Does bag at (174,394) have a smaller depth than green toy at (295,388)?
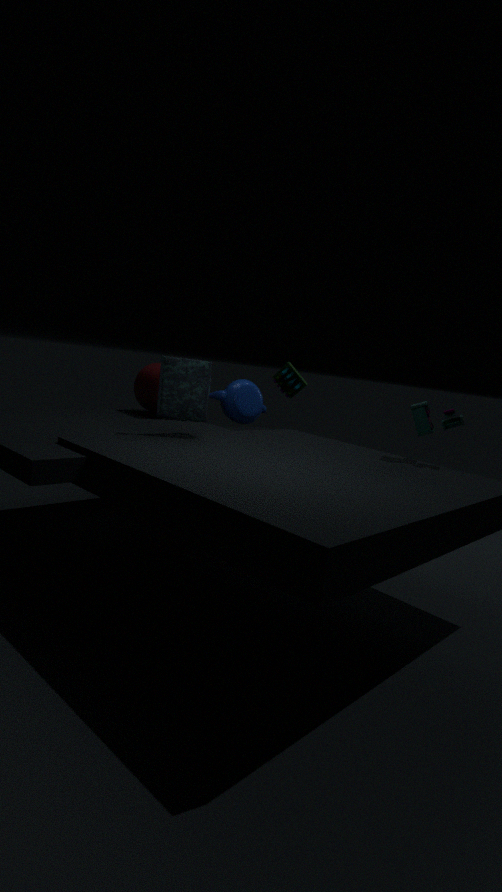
Yes
